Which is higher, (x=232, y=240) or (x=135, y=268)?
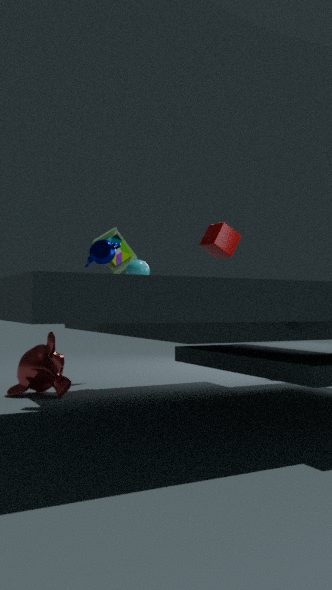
(x=232, y=240)
